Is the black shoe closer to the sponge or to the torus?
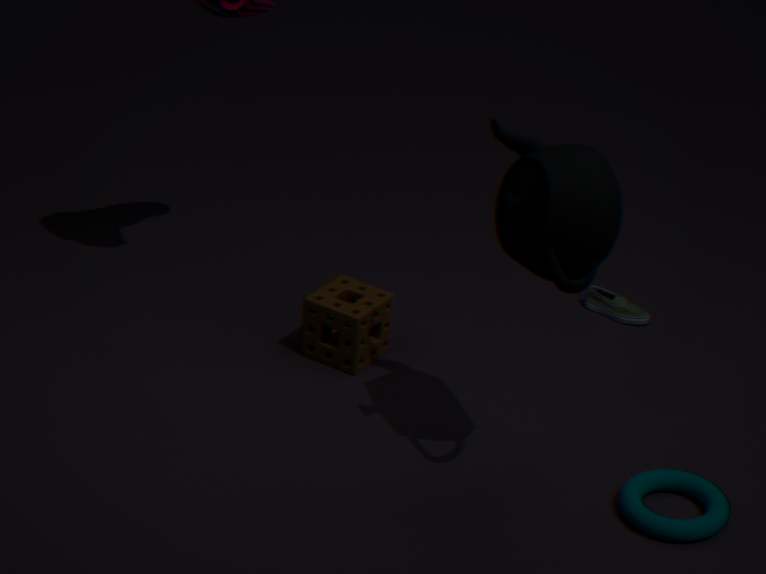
the sponge
